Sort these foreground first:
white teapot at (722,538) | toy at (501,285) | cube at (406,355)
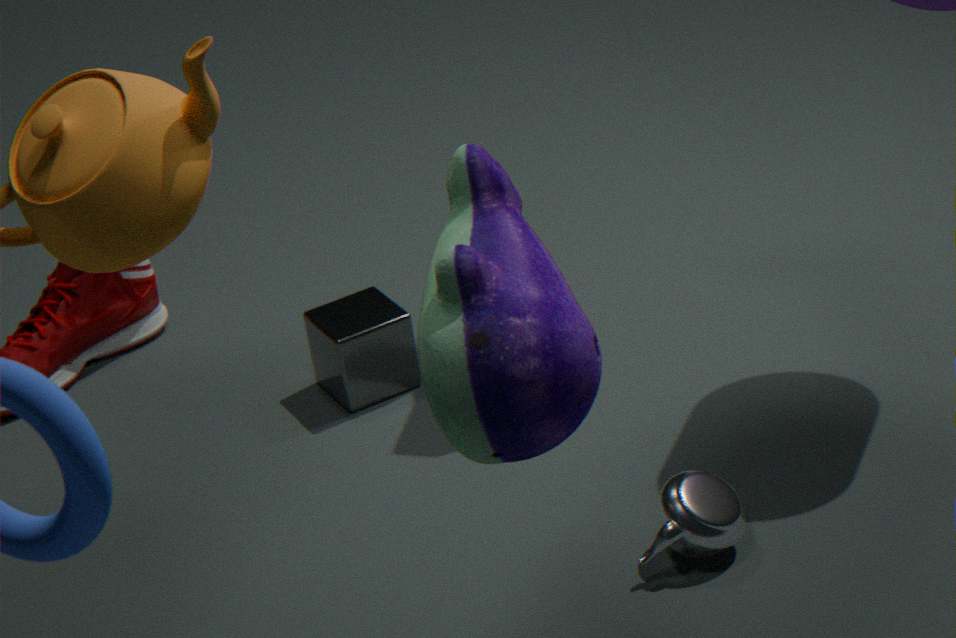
1. toy at (501,285)
2. white teapot at (722,538)
3. cube at (406,355)
